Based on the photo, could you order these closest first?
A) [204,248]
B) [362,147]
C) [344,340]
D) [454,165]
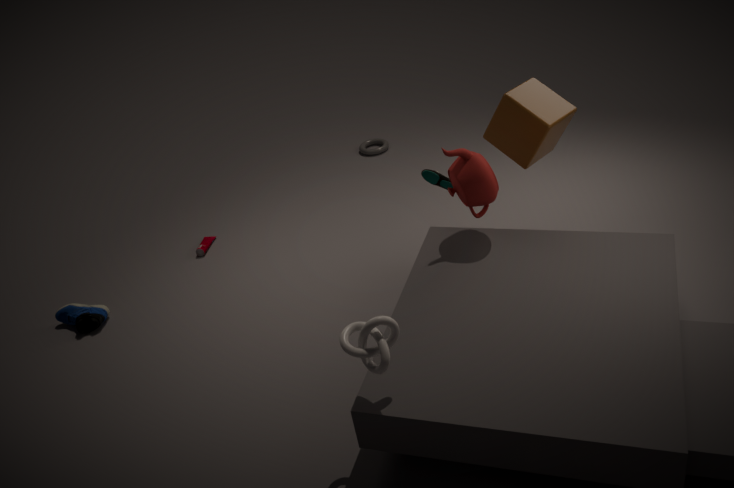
1. [344,340]
2. [454,165]
3. [204,248]
4. [362,147]
